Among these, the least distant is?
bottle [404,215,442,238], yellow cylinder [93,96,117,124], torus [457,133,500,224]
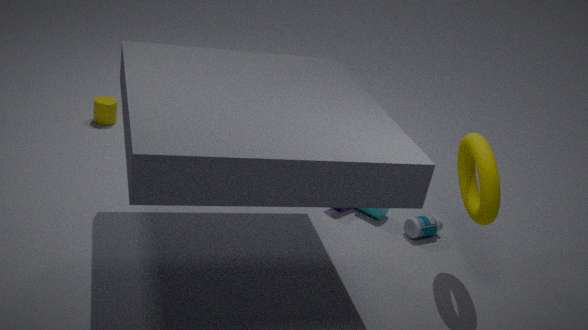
torus [457,133,500,224]
